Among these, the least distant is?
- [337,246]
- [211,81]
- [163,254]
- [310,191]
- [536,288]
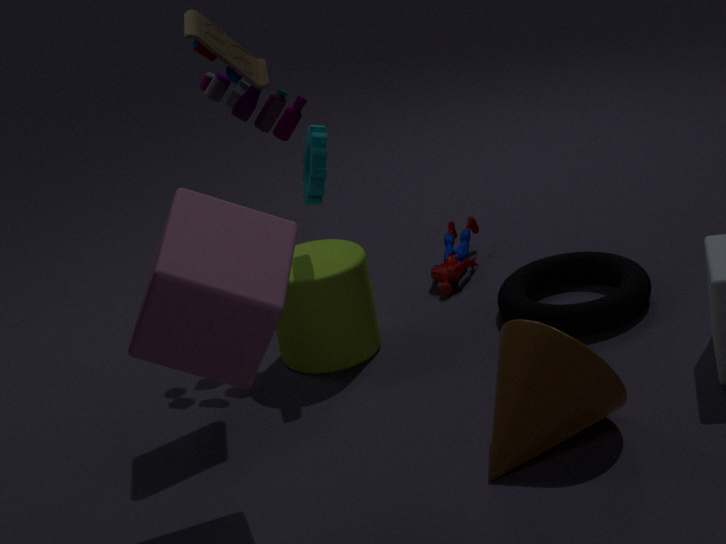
[163,254]
